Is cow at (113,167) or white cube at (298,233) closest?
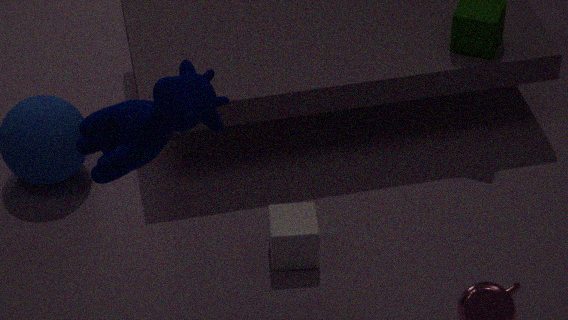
cow at (113,167)
